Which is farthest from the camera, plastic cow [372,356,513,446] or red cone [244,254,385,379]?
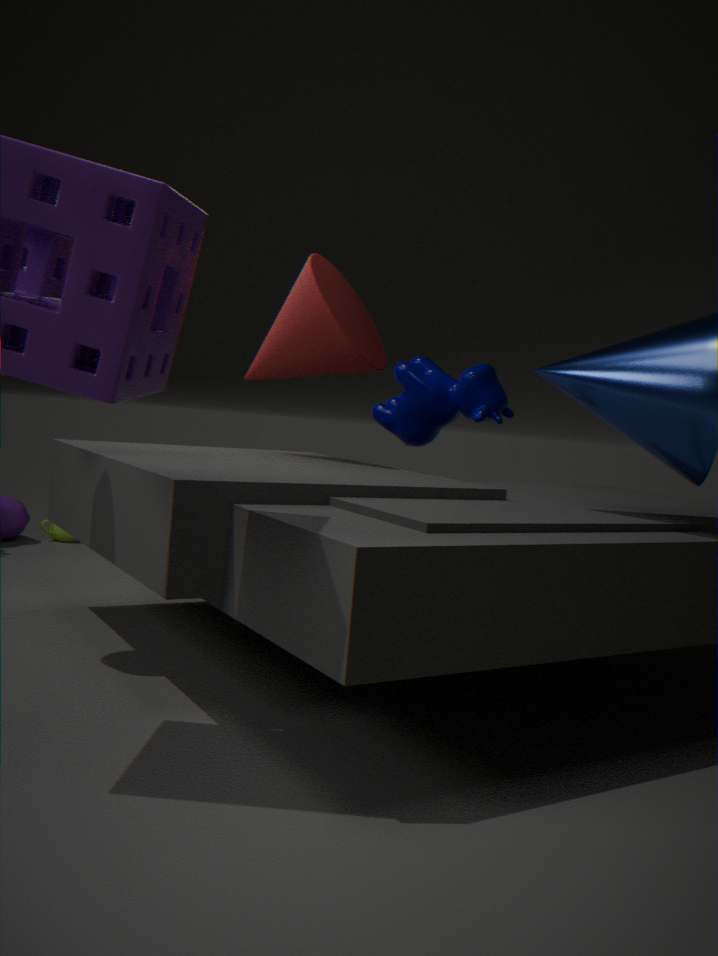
plastic cow [372,356,513,446]
